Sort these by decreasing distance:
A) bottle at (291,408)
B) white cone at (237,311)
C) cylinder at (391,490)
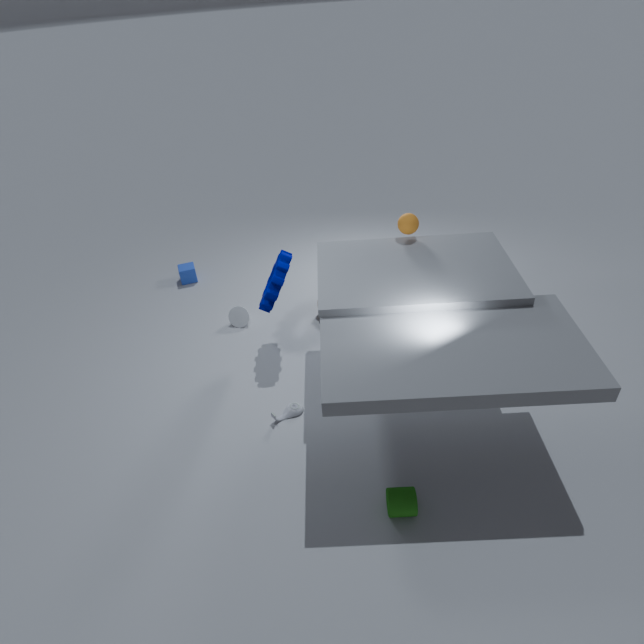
white cone at (237,311)
bottle at (291,408)
cylinder at (391,490)
